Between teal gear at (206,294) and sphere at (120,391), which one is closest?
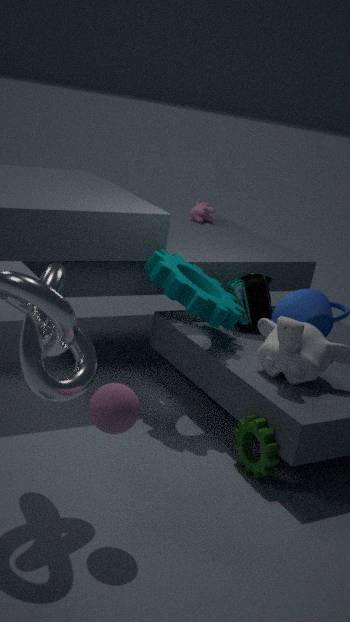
sphere at (120,391)
